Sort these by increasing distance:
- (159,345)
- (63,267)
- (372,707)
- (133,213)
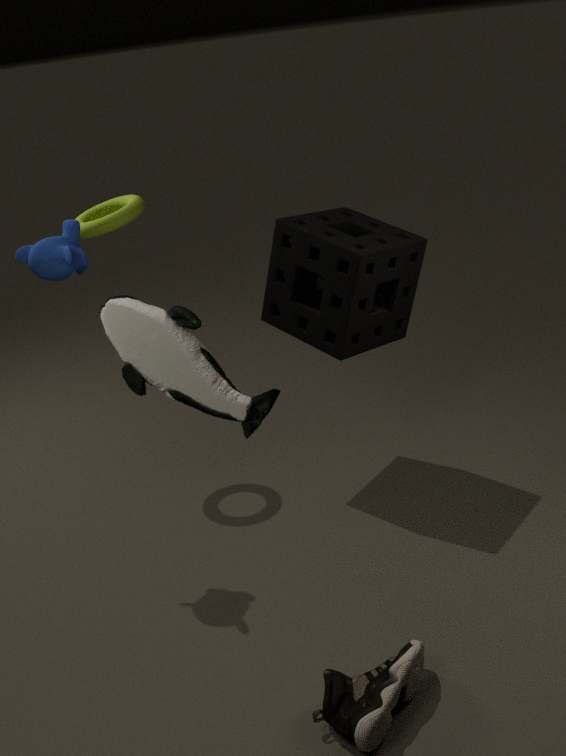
(159,345) → (372,707) → (63,267) → (133,213)
